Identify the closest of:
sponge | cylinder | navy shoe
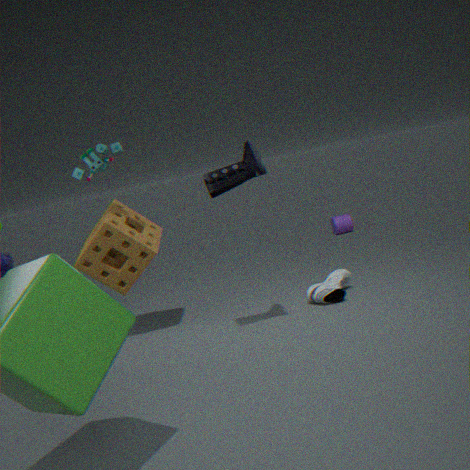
navy shoe
